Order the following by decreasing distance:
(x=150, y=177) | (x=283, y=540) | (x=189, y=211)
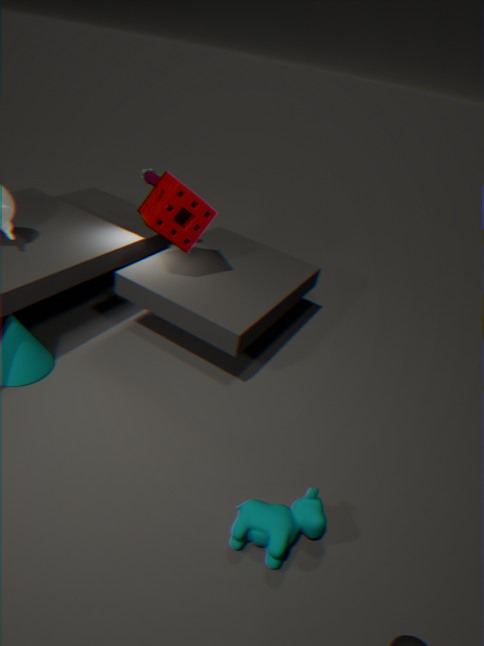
(x=150, y=177)
(x=189, y=211)
(x=283, y=540)
